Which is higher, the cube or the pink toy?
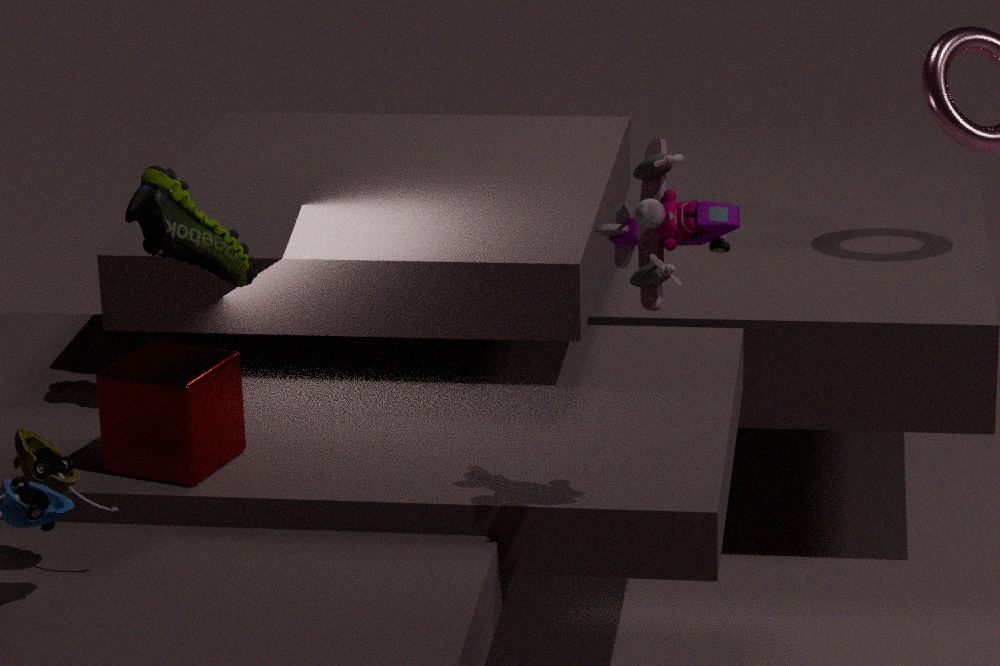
the pink toy
